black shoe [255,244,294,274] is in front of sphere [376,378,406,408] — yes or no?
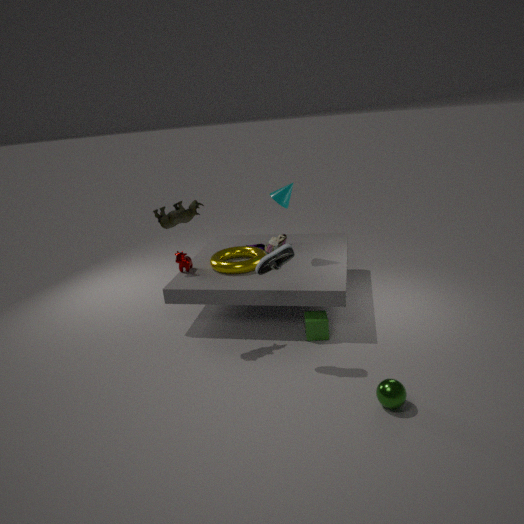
No
